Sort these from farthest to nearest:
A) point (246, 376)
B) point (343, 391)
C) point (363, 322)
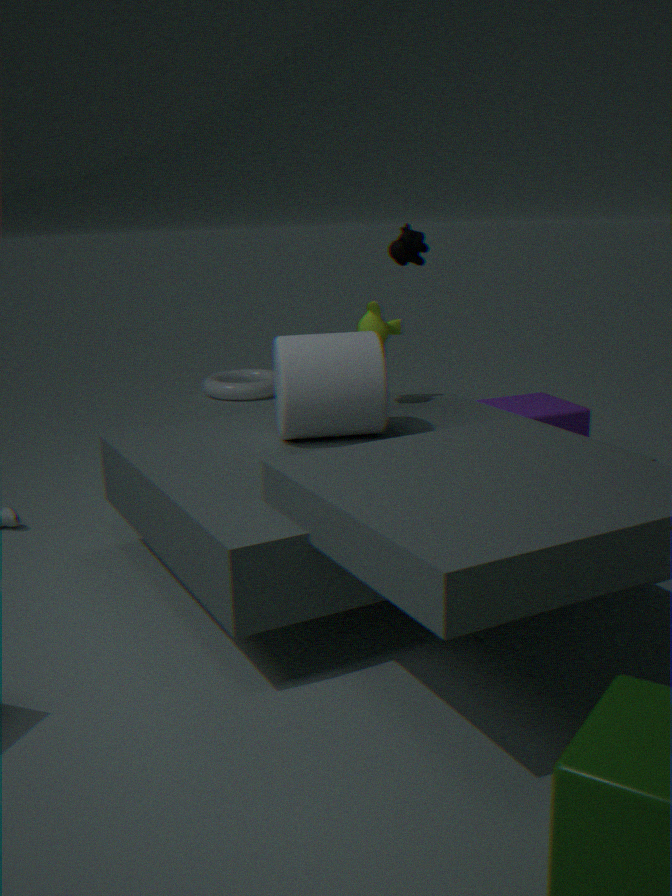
point (246, 376), point (363, 322), point (343, 391)
